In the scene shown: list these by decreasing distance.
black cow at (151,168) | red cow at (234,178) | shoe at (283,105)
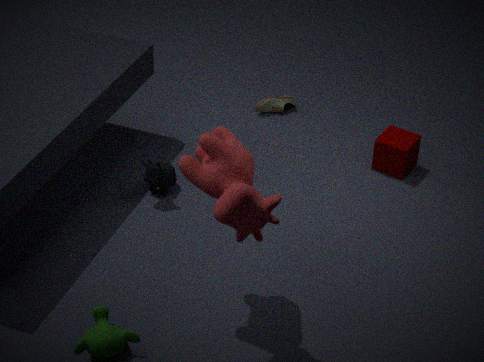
shoe at (283,105)
black cow at (151,168)
red cow at (234,178)
